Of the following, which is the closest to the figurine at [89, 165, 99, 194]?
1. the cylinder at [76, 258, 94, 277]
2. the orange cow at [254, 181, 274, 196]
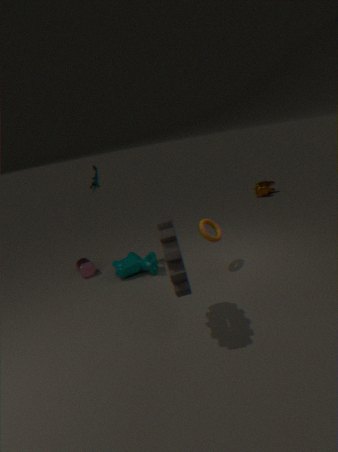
the cylinder at [76, 258, 94, 277]
